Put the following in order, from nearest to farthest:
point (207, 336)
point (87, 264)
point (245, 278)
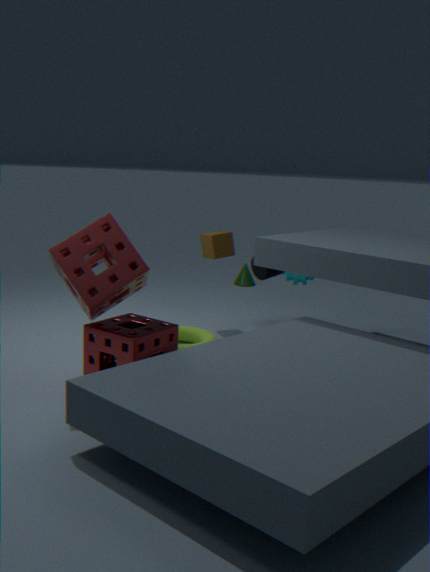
point (87, 264)
point (207, 336)
point (245, 278)
